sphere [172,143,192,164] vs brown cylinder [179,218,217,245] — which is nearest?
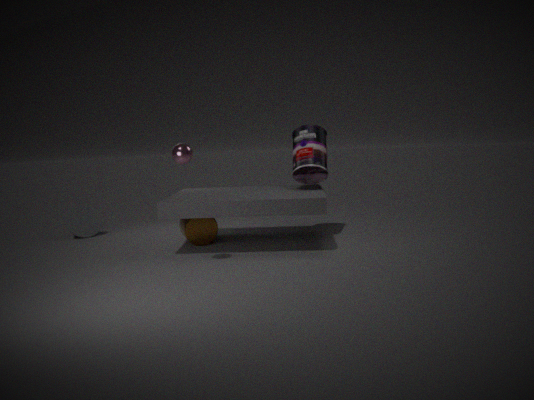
sphere [172,143,192,164]
